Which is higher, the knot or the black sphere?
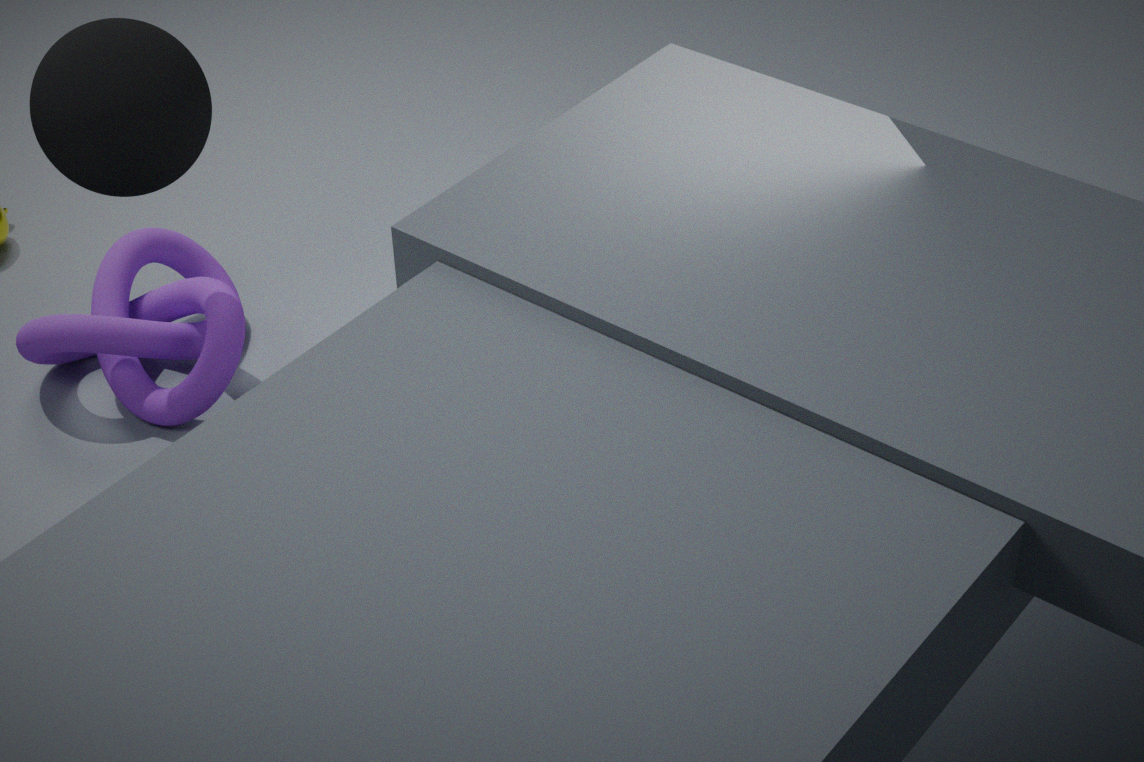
the black sphere
